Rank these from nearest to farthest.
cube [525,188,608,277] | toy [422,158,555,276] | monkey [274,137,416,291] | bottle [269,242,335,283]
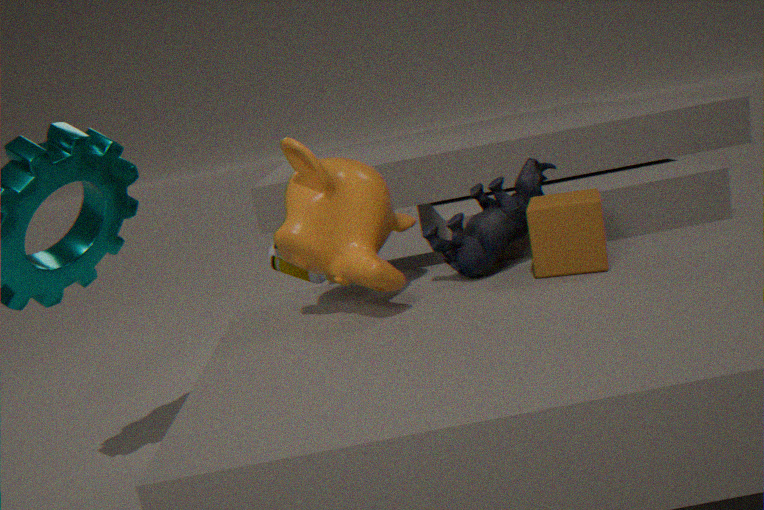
monkey [274,137,416,291] < cube [525,188,608,277] < toy [422,158,555,276] < bottle [269,242,335,283]
